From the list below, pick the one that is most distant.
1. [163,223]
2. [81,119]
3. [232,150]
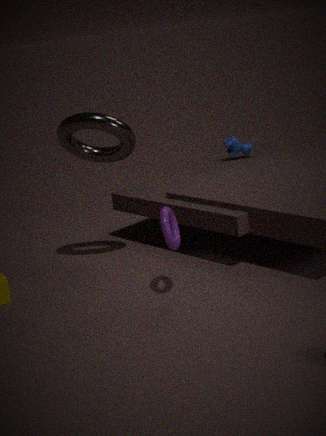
[232,150]
